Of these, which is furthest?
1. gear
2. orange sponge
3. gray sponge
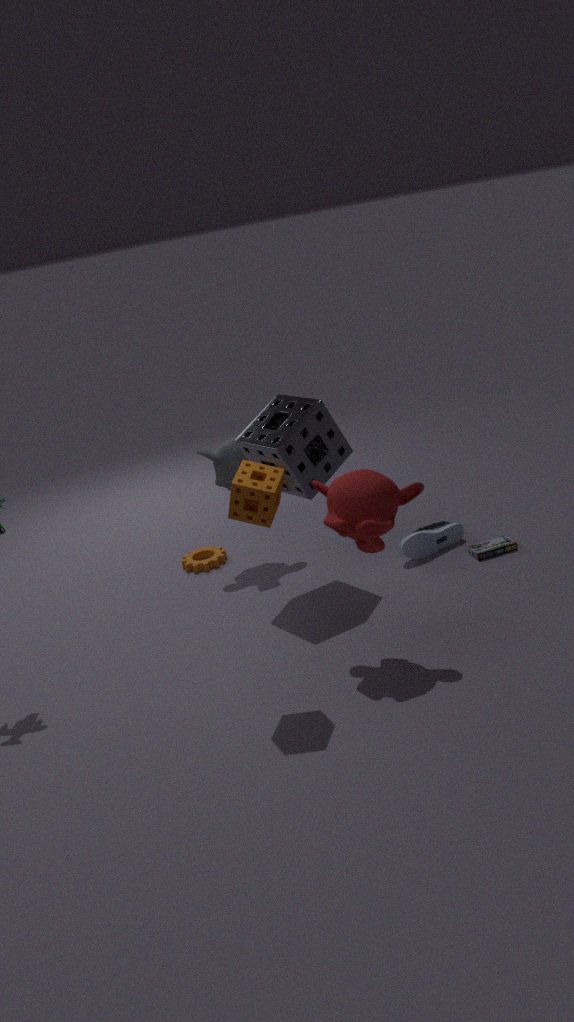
gear
